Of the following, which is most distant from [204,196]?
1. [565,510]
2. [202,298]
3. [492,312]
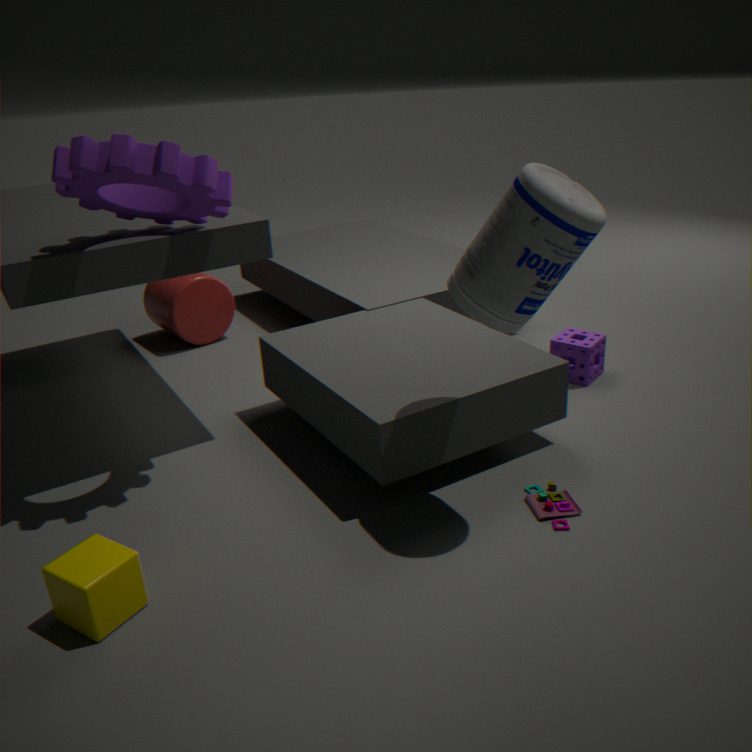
[565,510]
